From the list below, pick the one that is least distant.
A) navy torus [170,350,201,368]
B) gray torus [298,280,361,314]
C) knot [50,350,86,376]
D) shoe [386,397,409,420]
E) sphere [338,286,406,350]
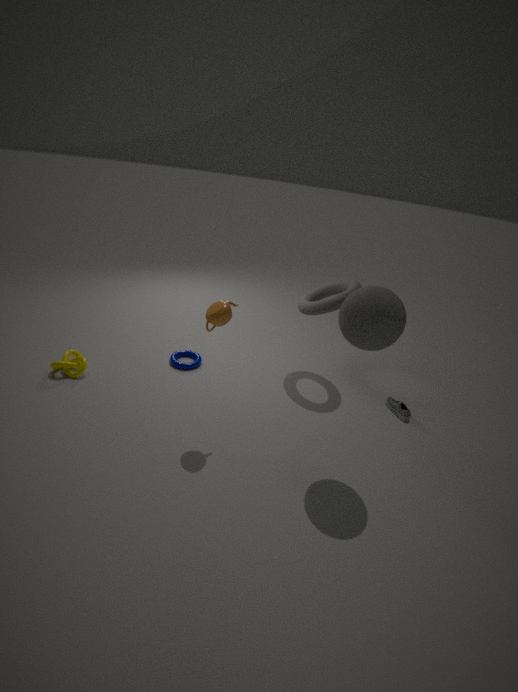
sphere [338,286,406,350]
